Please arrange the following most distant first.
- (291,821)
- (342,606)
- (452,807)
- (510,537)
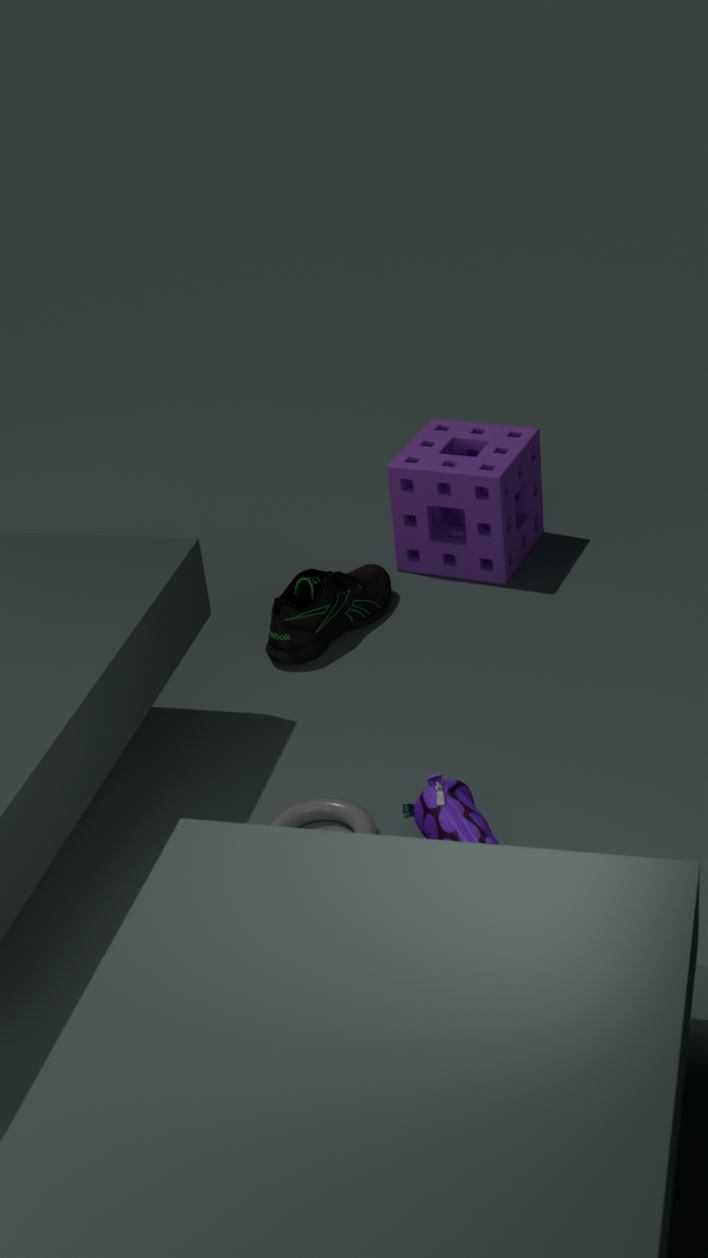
(510,537) < (342,606) < (291,821) < (452,807)
